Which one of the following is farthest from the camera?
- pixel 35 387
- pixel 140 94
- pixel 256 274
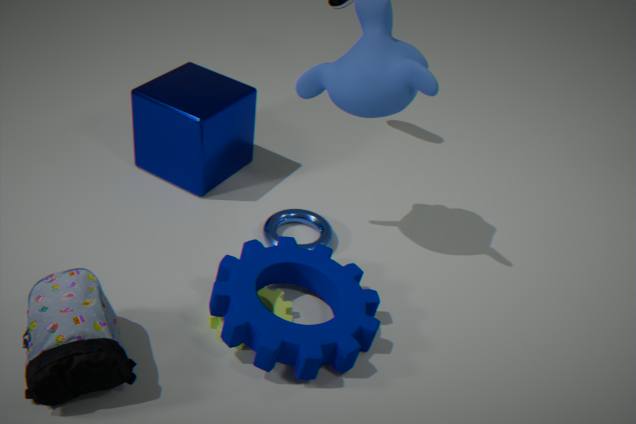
pixel 140 94
